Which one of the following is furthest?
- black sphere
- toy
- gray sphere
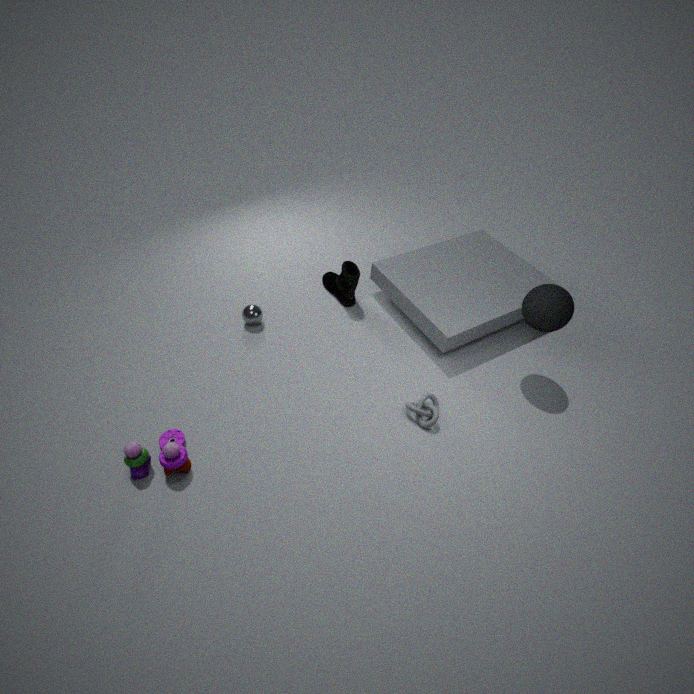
gray sphere
